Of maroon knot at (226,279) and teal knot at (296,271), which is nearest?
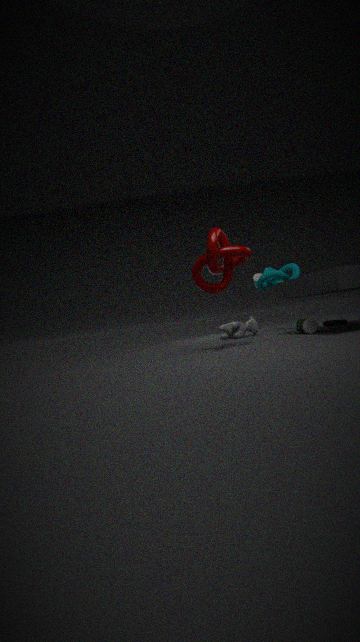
maroon knot at (226,279)
